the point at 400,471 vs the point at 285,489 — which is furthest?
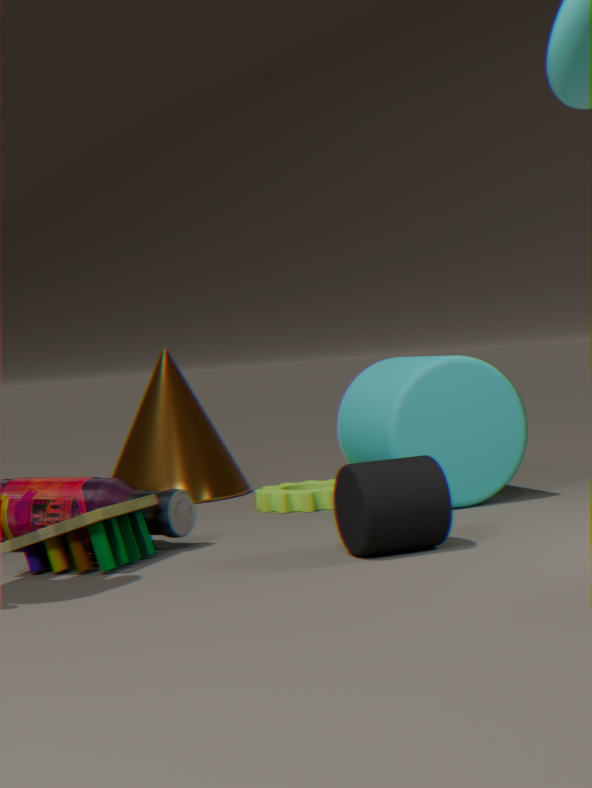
the point at 285,489
